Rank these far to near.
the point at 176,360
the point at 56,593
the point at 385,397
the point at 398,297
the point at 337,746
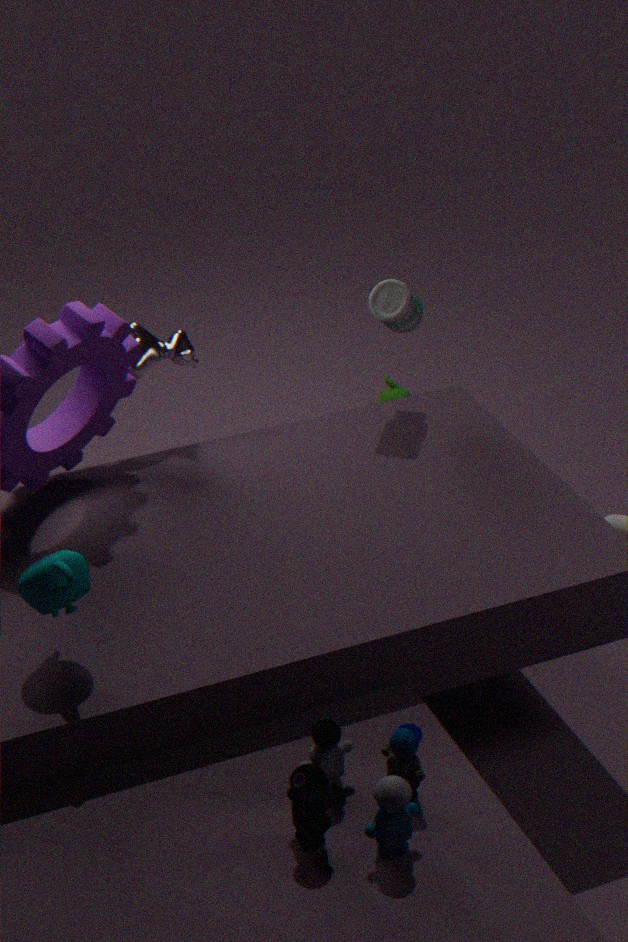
the point at 385,397 < the point at 176,360 < the point at 398,297 < the point at 56,593 < the point at 337,746
